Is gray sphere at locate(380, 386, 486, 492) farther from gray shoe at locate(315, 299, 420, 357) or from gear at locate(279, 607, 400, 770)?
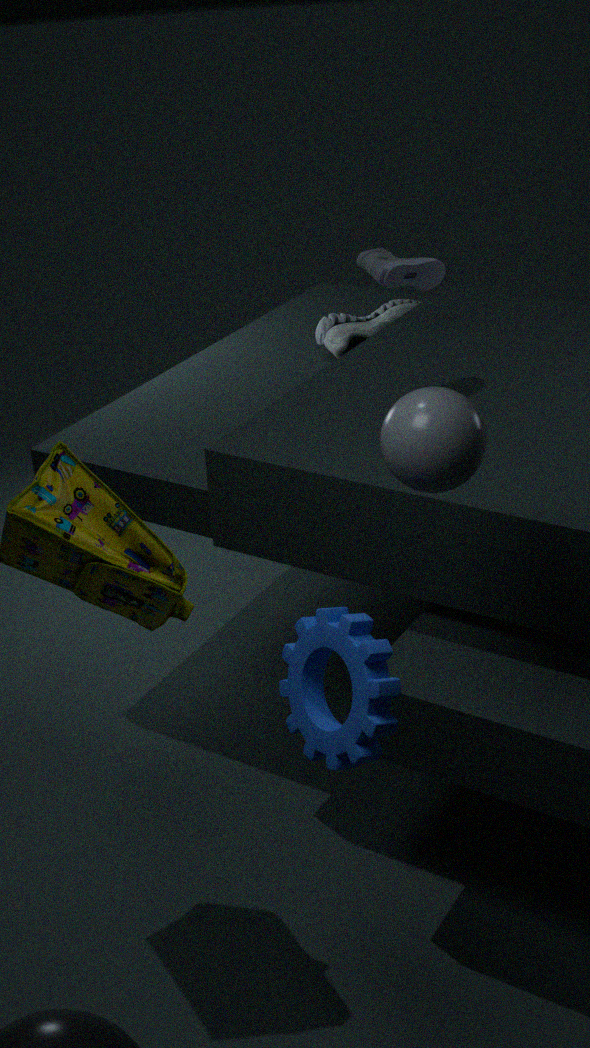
gray shoe at locate(315, 299, 420, 357)
